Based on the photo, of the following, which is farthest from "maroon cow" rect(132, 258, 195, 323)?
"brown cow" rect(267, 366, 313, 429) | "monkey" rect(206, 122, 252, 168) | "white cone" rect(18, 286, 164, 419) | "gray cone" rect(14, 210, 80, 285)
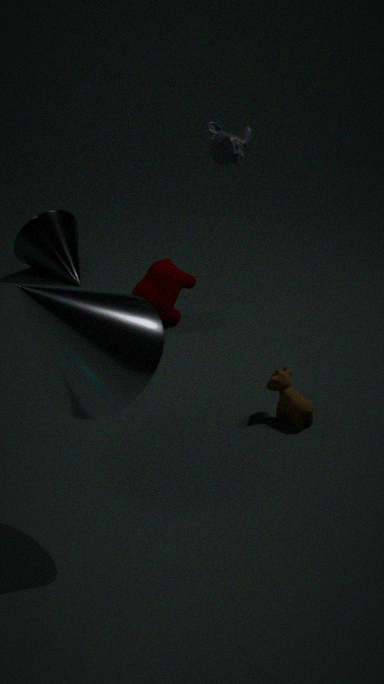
"white cone" rect(18, 286, 164, 419)
